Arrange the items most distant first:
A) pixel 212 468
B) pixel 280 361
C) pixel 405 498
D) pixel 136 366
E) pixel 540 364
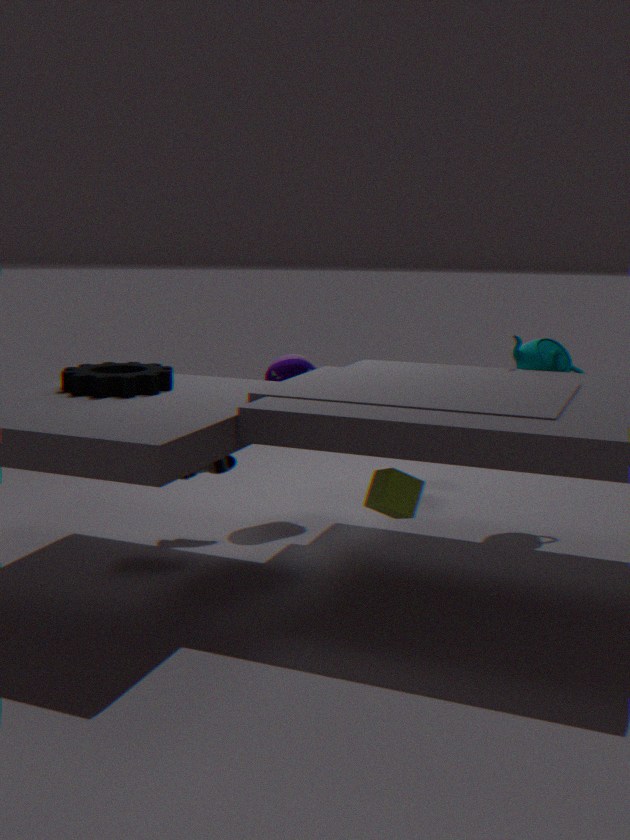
pixel 280 361, pixel 540 364, pixel 212 468, pixel 136 366, pixel 405 498
